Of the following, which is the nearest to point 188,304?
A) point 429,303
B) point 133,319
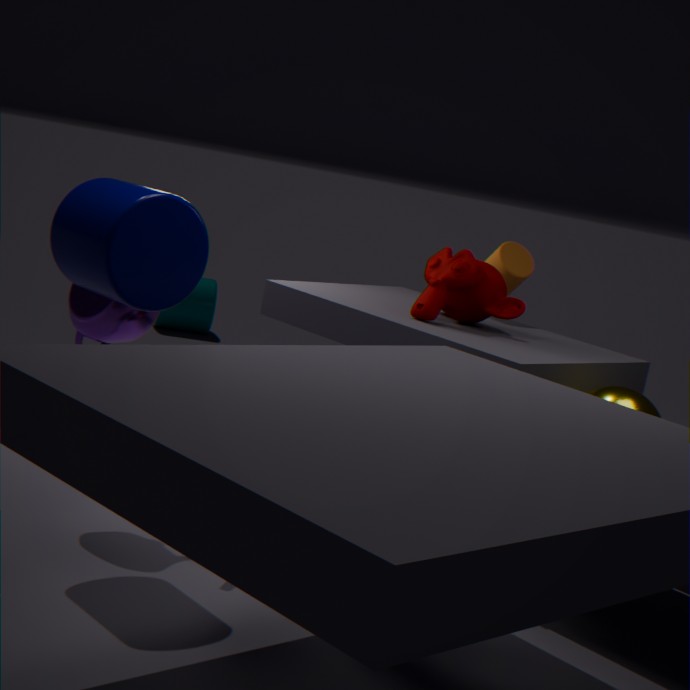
point 429,303
